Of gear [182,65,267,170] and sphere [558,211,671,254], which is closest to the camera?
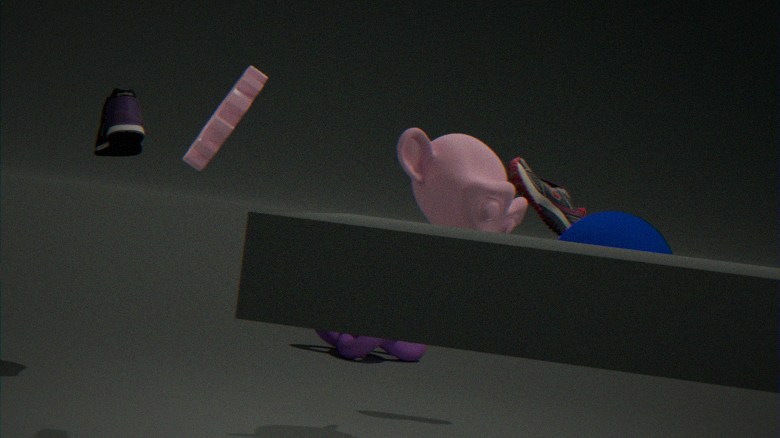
gear [182,65,267,170]
